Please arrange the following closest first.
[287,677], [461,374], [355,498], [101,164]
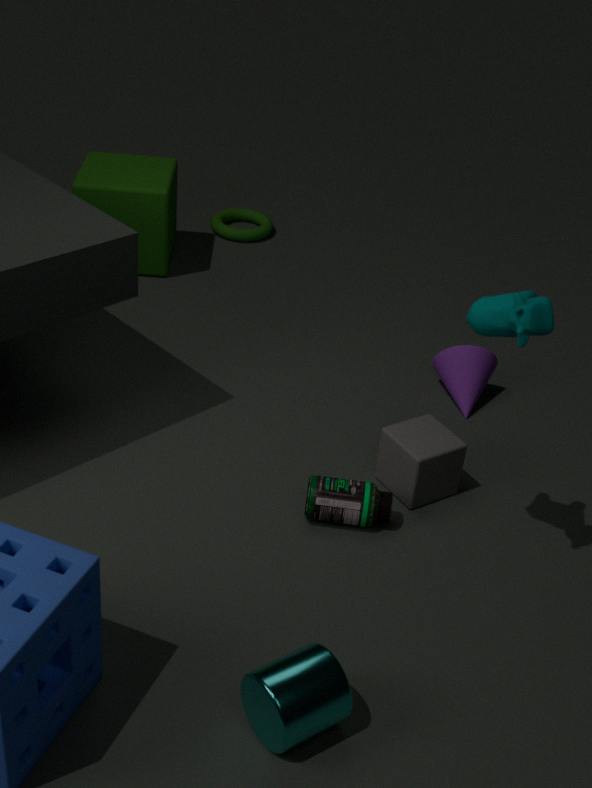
[287,677]
[355,498]
[461,374]
[101,164]
